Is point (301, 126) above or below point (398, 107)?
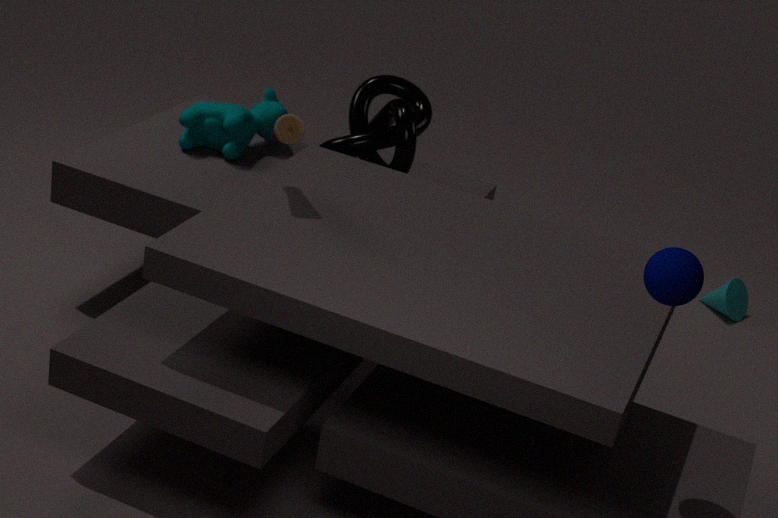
above
